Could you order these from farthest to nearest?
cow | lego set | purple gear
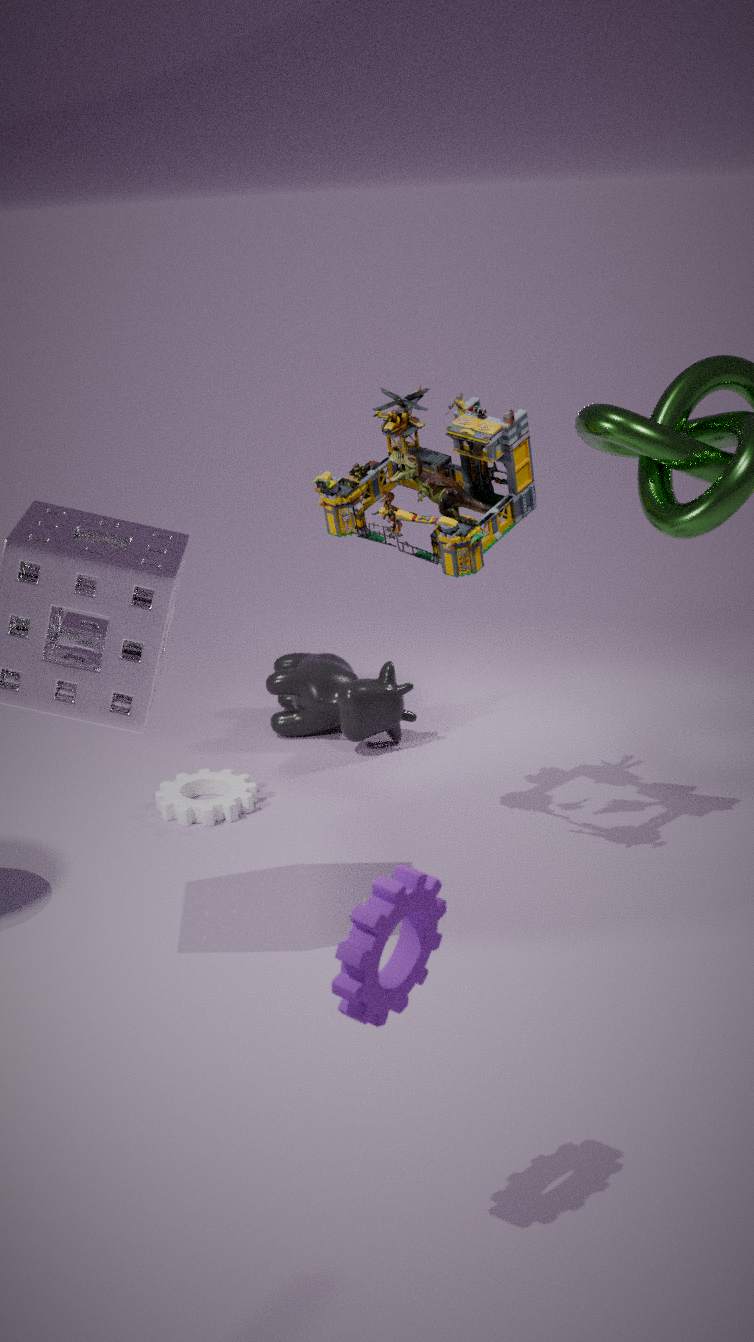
cow, lego set, purple gear
